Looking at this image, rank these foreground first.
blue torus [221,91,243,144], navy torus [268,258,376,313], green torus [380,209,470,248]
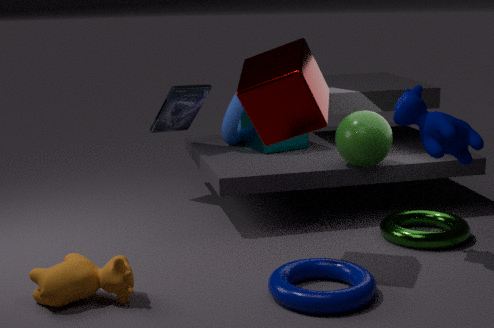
1. navy torus [268,258,376,313]
2. green torus [380,209,470,248]
3. blue torus [221,91,243,144]
